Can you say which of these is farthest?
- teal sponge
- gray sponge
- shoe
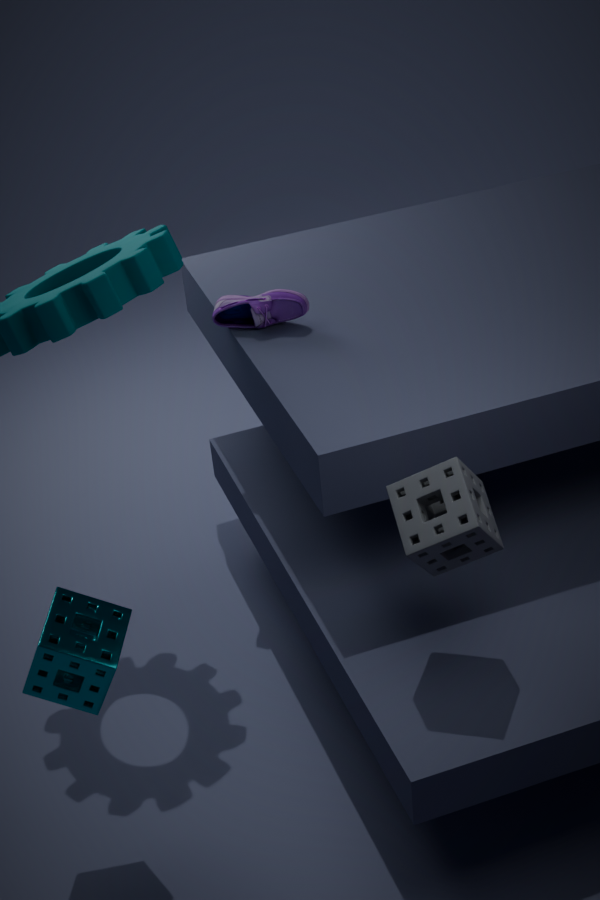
shoe
